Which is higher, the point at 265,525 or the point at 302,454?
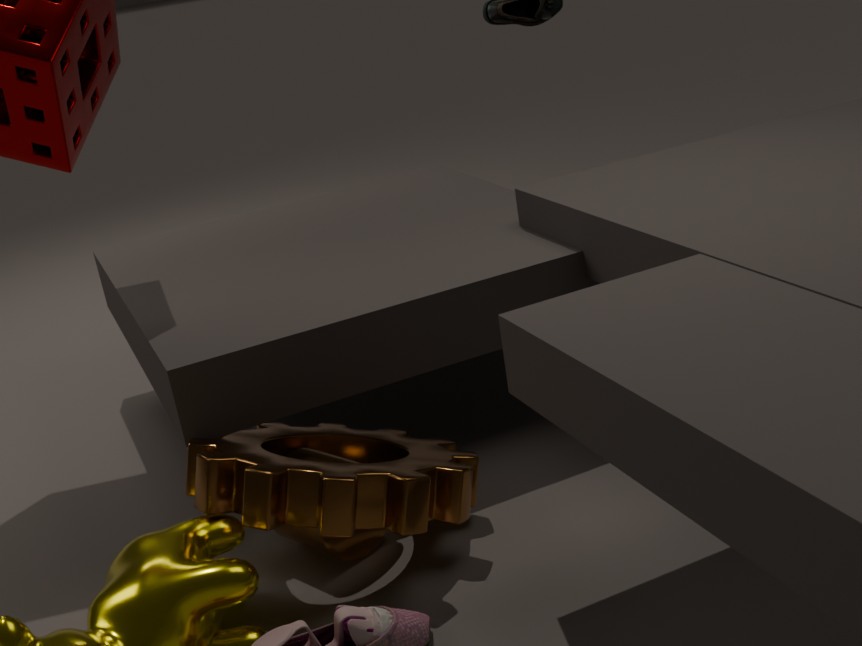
the point at 265,525
